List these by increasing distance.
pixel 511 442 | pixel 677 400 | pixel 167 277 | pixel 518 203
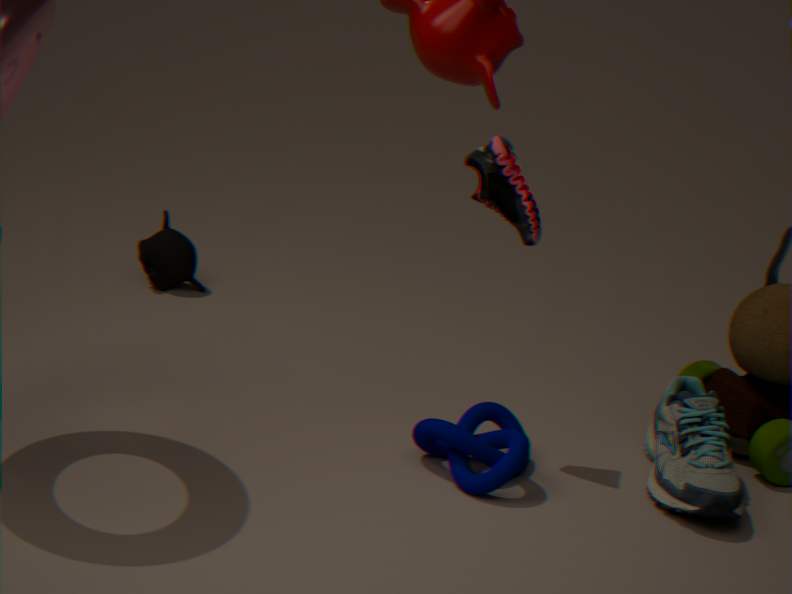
pixel 518 203
pixel 511 442
pixel 677 400
pixel 167 277
